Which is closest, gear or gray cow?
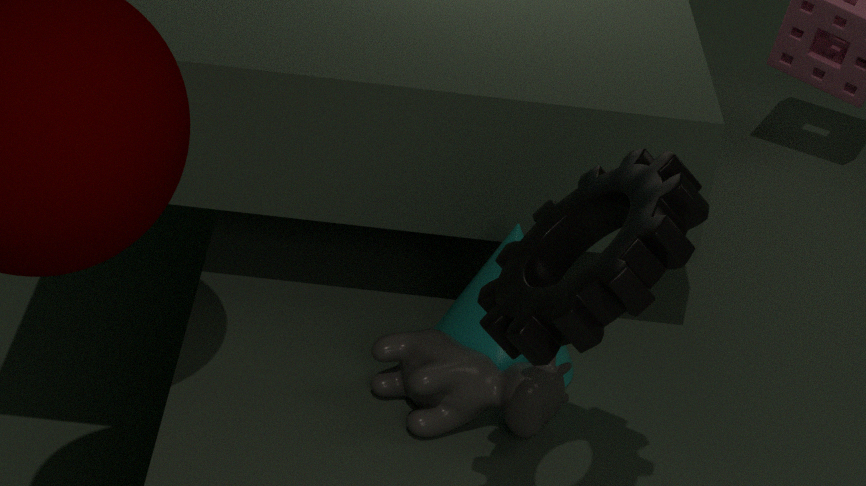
gear
